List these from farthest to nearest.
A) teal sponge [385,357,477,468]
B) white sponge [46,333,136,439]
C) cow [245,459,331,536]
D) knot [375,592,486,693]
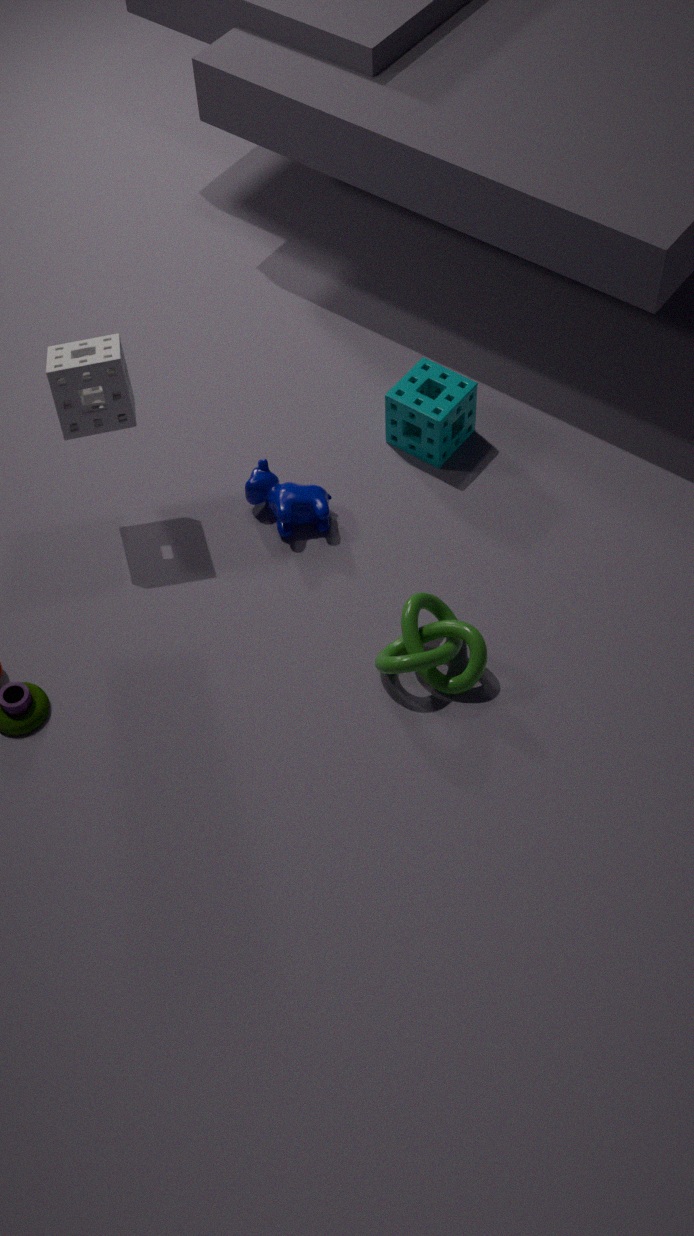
teal sponge [385,357,477,468], cow [245,459,331,536], white sponge [46,333,136,439], knot [375,592,486,693]
